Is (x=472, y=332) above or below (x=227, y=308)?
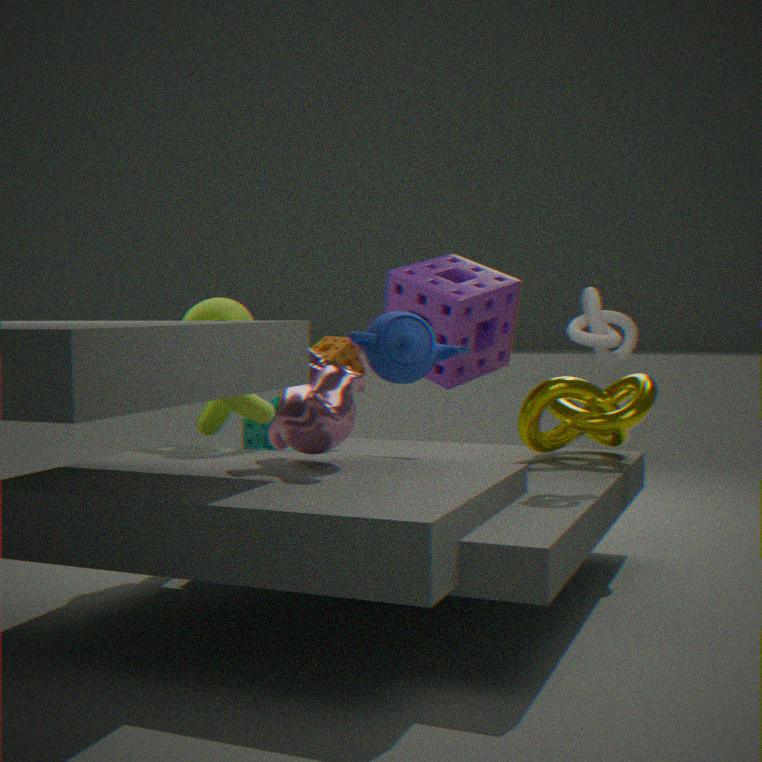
above
